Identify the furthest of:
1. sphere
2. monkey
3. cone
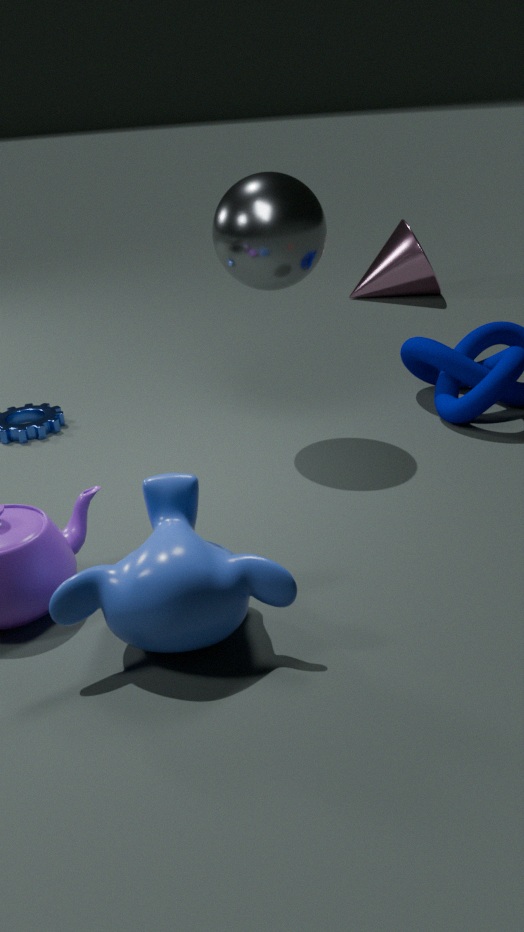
cone
